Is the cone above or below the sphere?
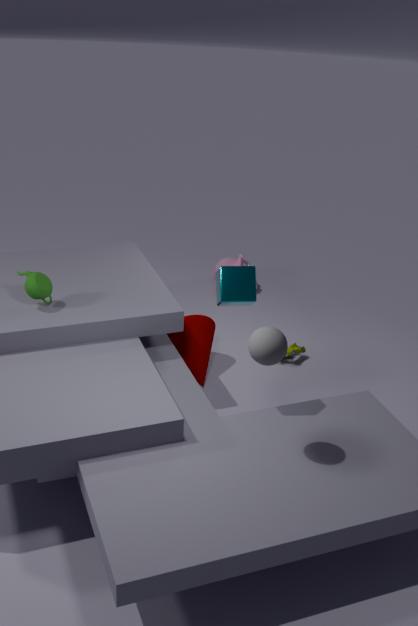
Answer: below
